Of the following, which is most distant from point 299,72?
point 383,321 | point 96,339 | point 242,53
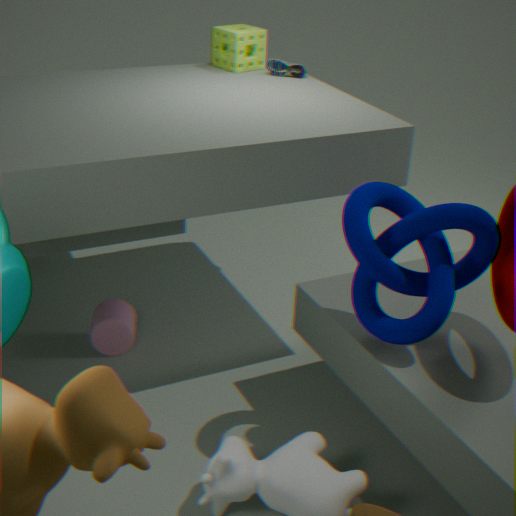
point 96,339
